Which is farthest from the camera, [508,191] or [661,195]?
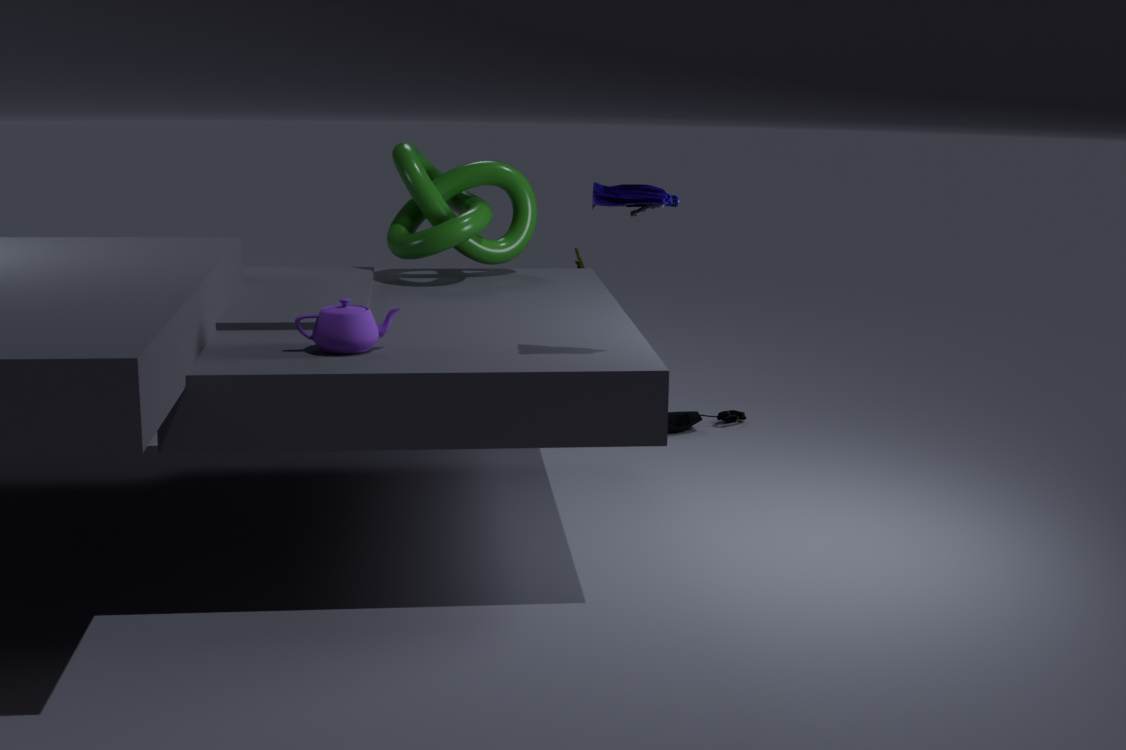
[508,191]
